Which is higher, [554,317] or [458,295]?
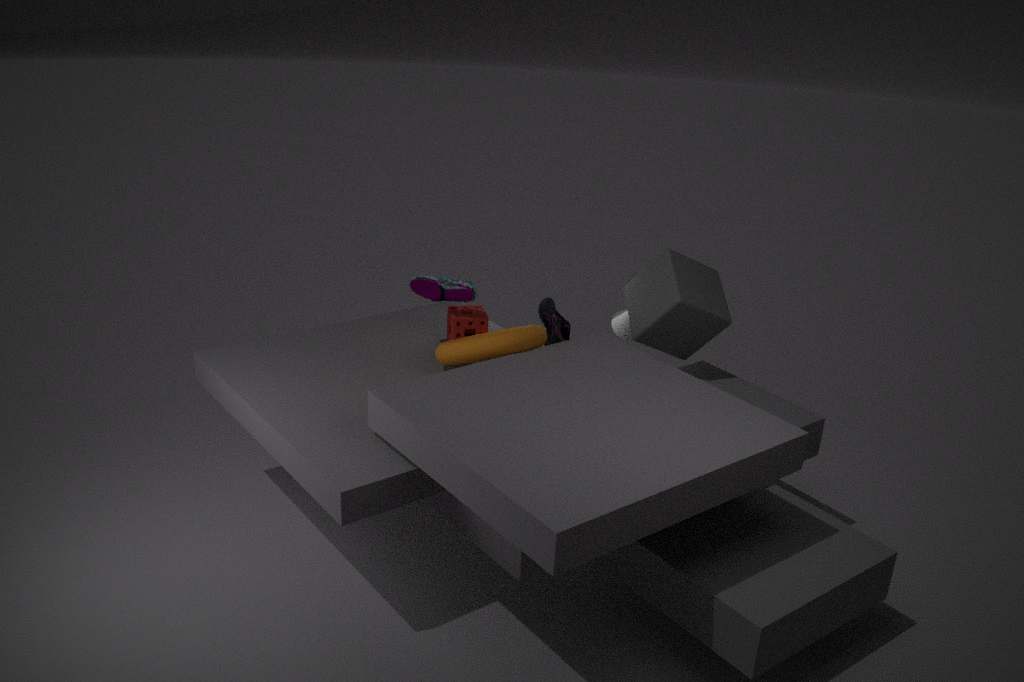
[458,295]
